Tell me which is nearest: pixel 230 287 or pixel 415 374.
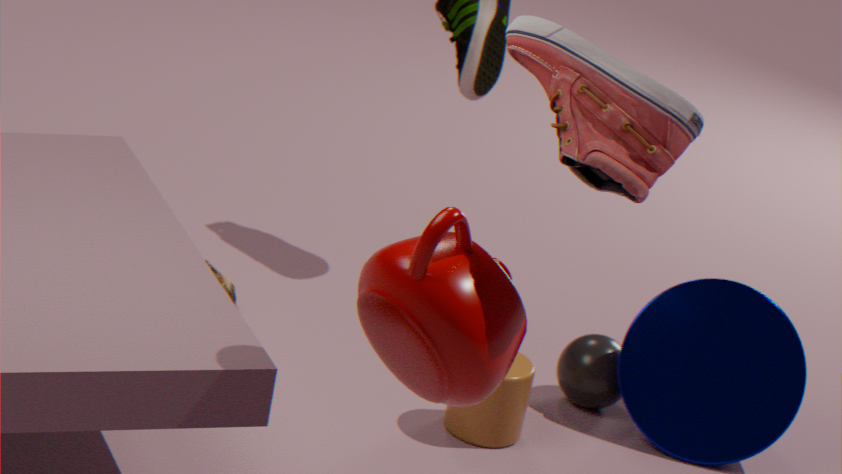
pixel 415 374
